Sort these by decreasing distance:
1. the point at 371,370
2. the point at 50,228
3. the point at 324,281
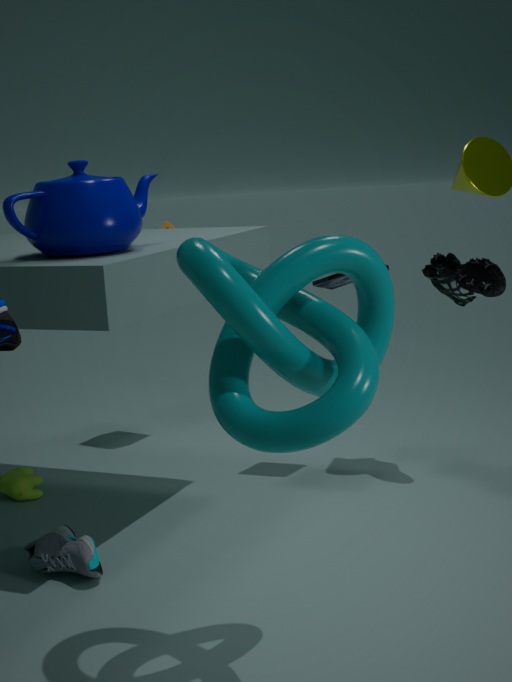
A: the point at 324,281 < the point at 50,228 < the point at 371,370
